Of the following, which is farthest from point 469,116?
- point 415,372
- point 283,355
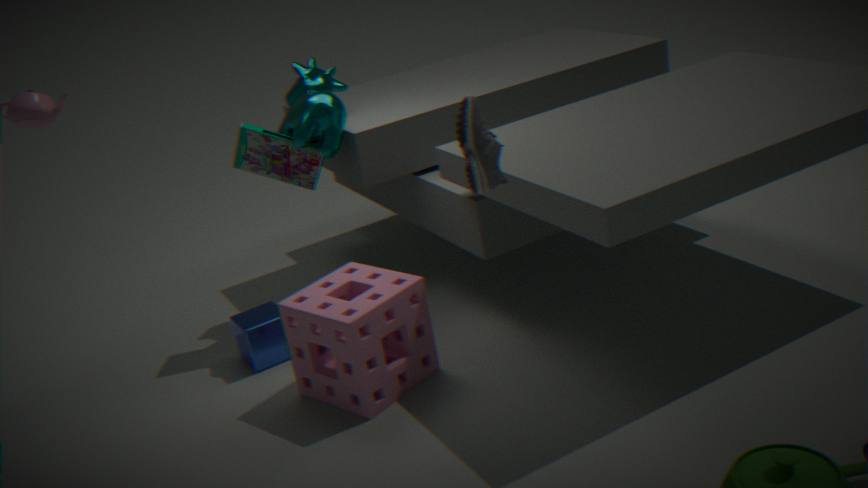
point 283,355
